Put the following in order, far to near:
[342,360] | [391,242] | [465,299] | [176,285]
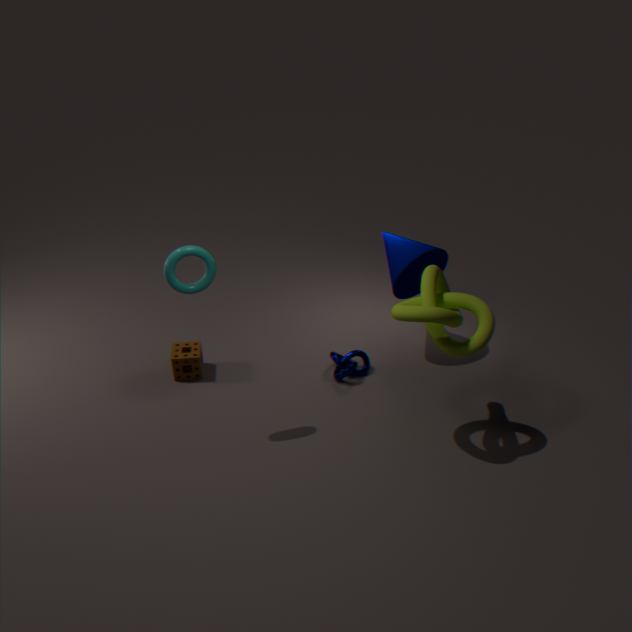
[342,360], [391,242], [465,299], [176,285]
